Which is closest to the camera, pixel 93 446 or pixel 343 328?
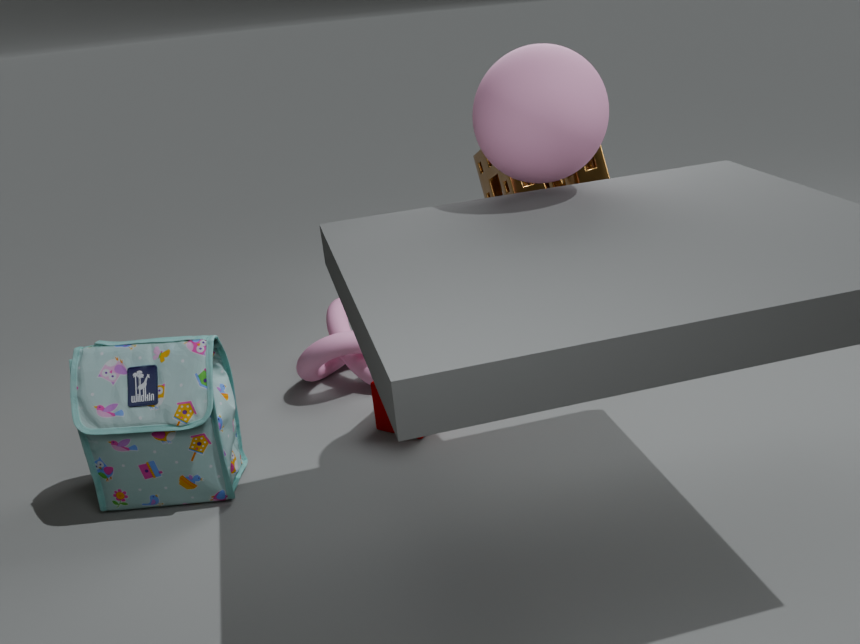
pixel 93 446
